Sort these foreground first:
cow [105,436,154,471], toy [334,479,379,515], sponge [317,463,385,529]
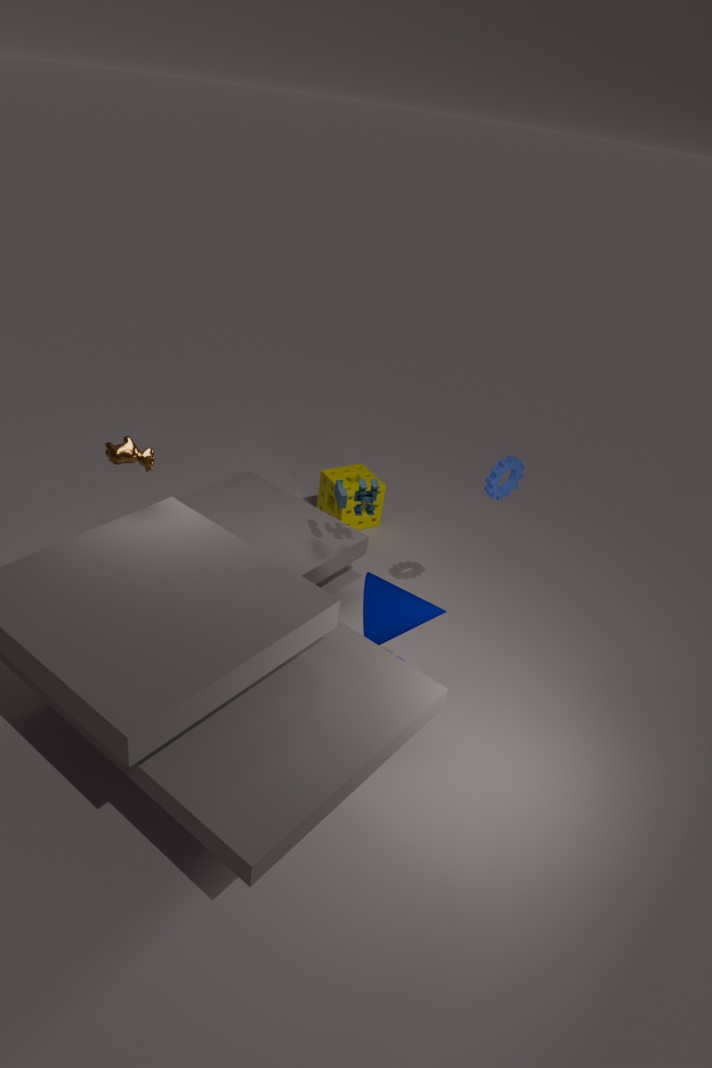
1. cow [105,436,154,471]
2. toy [334,479,379,515]
3. sponge [317,463,385,529]
